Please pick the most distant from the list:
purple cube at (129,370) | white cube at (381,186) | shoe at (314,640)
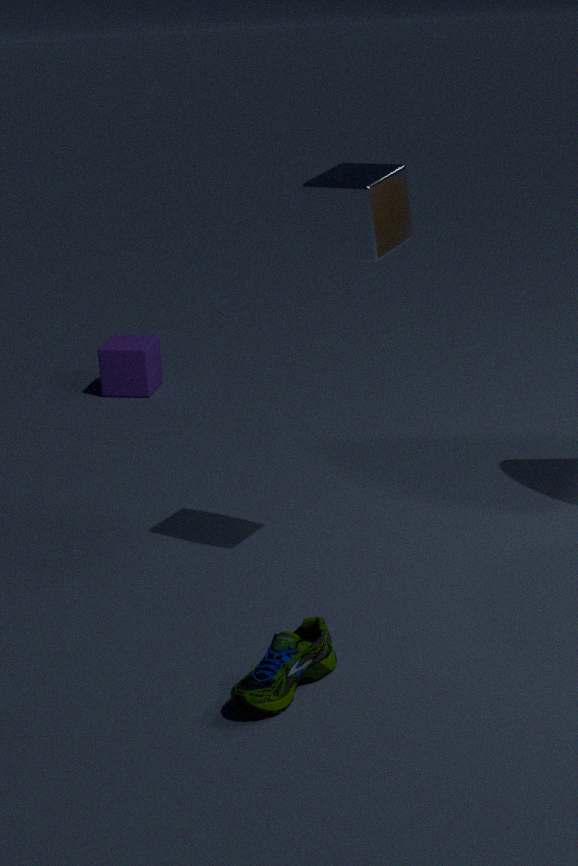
purple cube at (129,370)
